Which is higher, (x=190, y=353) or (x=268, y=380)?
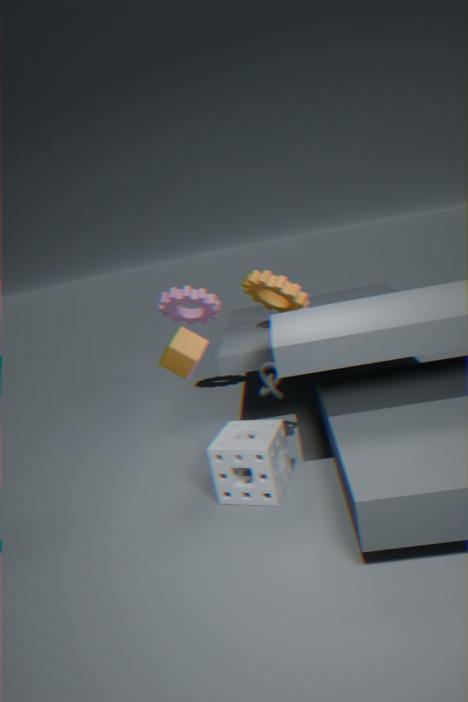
(x=190, y=353)
